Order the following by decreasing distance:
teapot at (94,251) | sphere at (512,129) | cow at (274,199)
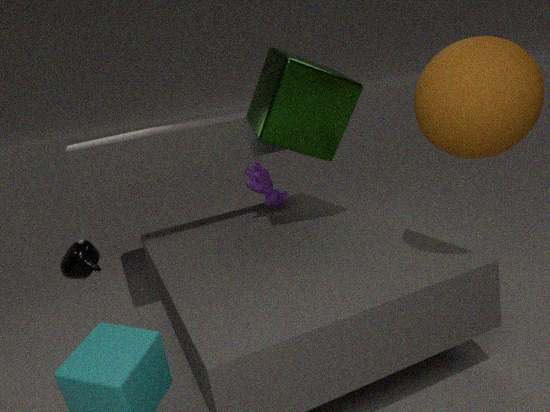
cow at (274,199)
teapot at (94,251)
sphere at (512,129)
